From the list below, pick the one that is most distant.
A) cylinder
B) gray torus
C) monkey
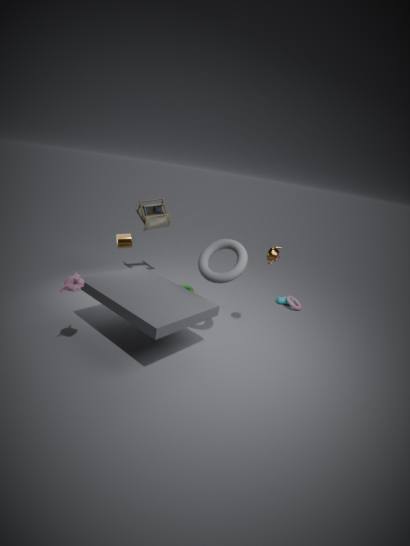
cylinder
